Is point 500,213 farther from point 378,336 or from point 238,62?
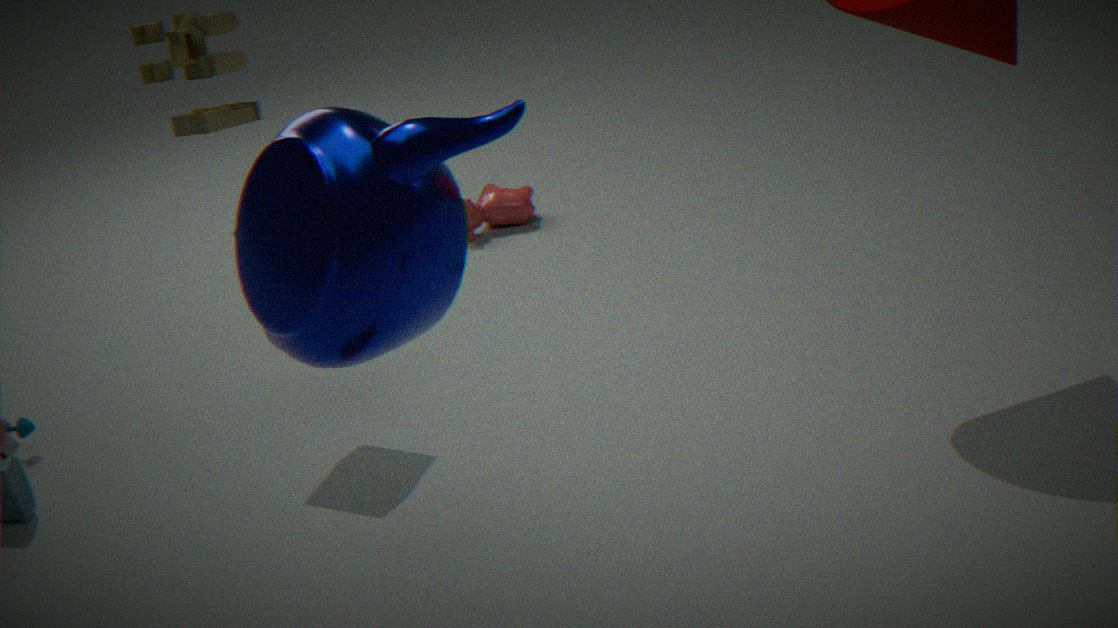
point 378,336
